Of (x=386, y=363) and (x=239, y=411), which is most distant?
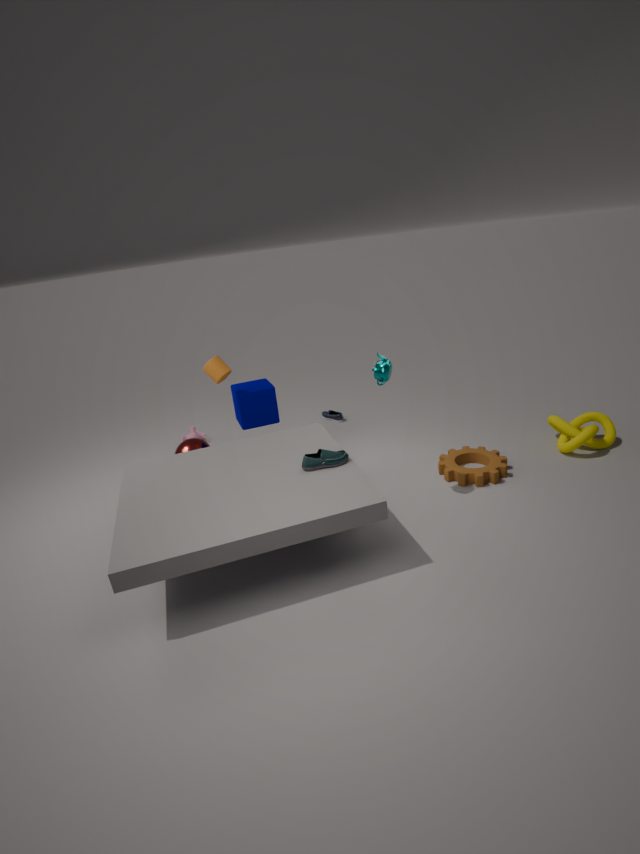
(x=239, y=411)
